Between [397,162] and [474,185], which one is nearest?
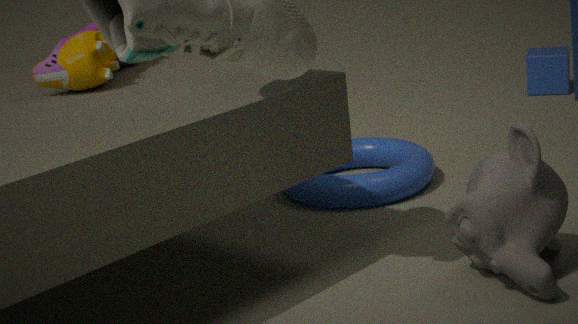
[474,185]
